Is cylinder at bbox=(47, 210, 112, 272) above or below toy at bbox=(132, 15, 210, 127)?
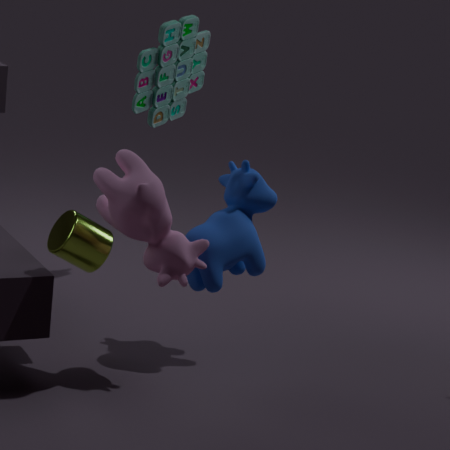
below
